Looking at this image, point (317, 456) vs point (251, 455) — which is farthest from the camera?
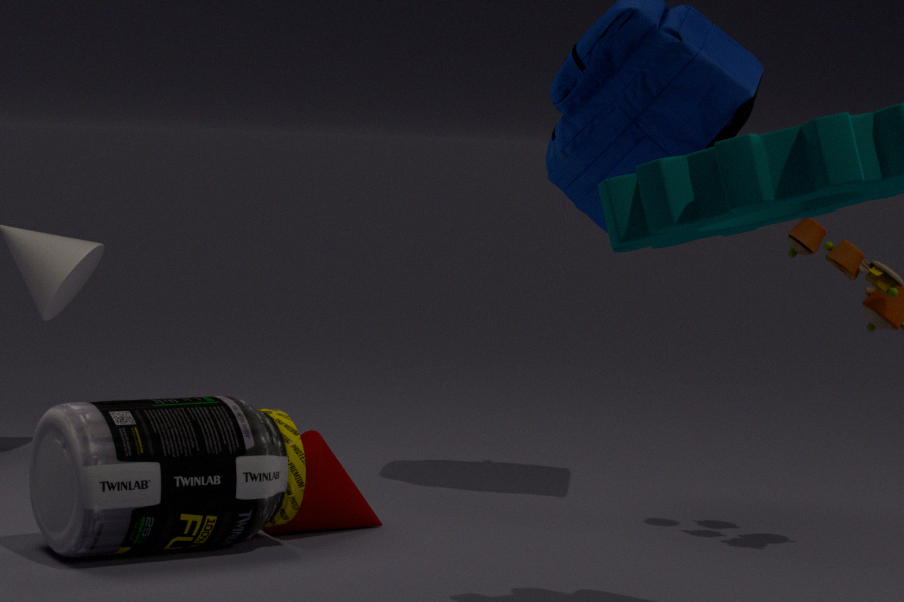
point (317, 456)
